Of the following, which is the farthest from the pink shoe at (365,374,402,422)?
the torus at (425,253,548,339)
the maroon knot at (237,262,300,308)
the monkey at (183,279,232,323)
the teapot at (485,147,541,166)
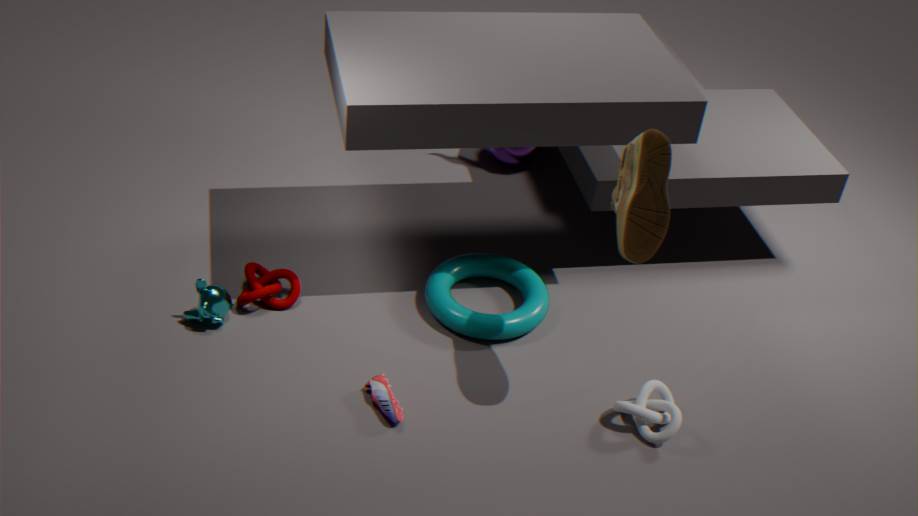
the teapot at (485,147,541,166)
